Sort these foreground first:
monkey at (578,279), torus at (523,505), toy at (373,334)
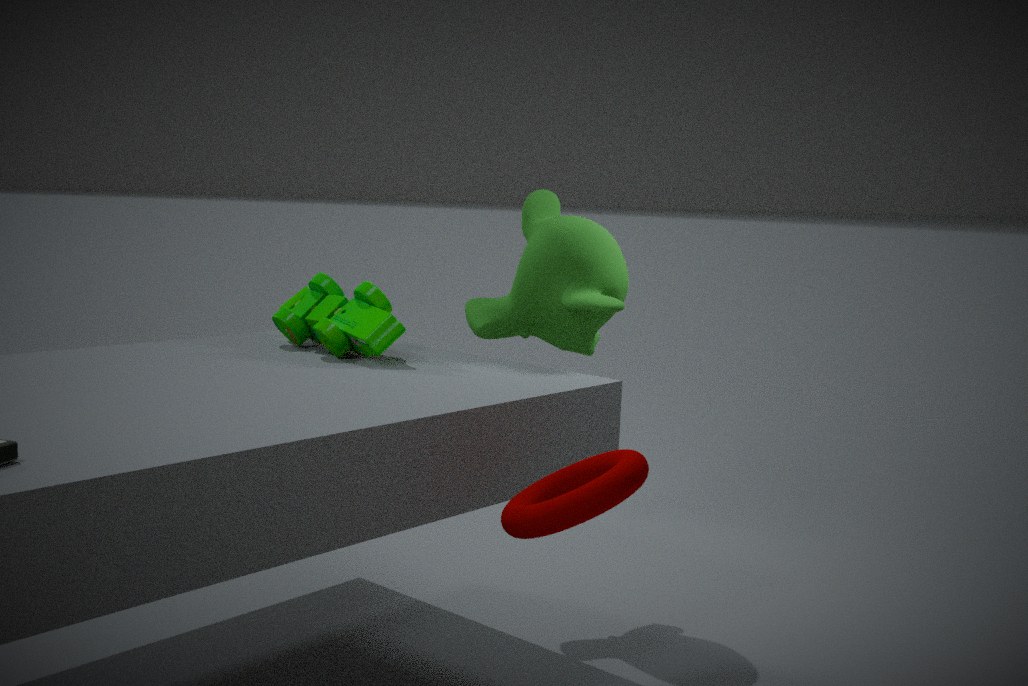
torus at (523,505), toy at (373,334), monkey at (578,279)
